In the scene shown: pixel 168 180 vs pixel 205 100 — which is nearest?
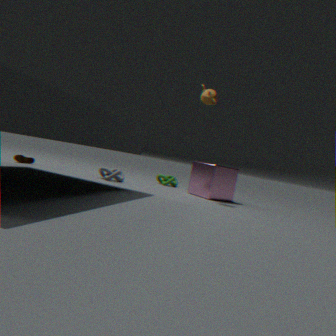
pixel 205 100
